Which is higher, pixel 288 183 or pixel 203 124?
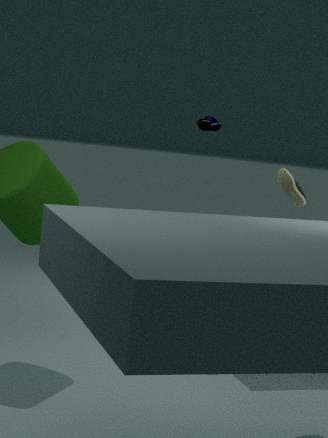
pixel 203 124
